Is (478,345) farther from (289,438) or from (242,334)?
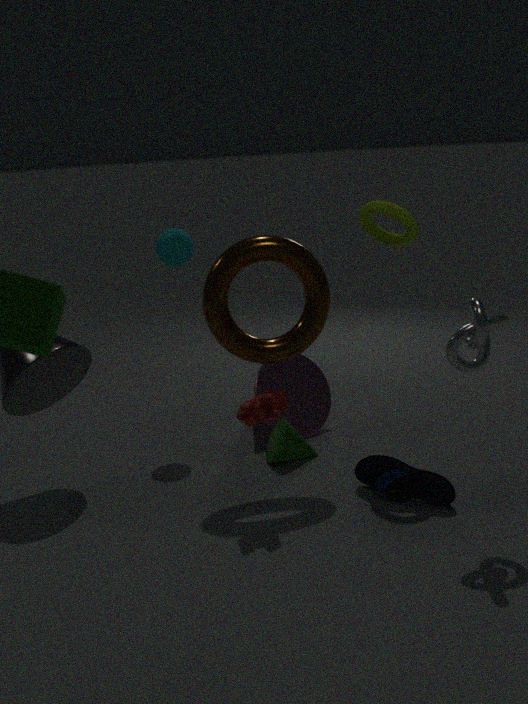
(289,438)
